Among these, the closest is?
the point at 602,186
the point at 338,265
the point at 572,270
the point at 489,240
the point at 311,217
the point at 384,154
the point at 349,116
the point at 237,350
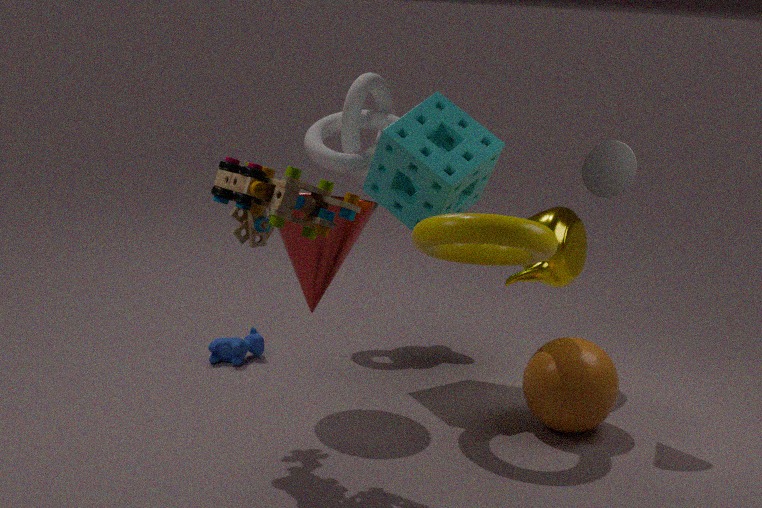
the point at 311,217
